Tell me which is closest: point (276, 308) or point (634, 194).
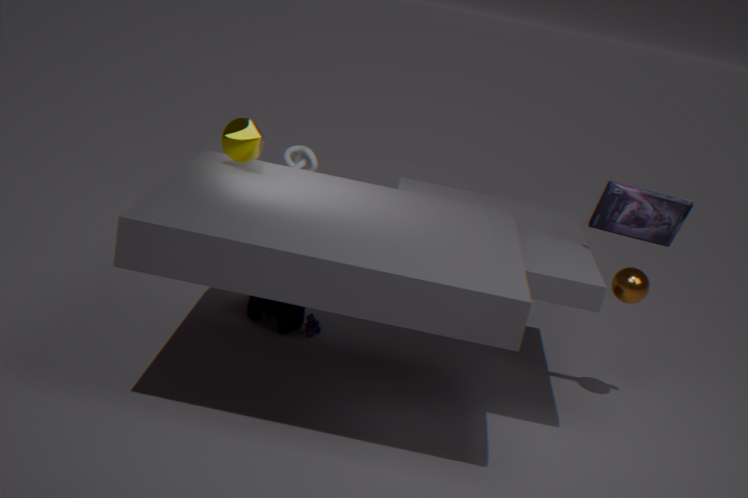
point (634, 194)
